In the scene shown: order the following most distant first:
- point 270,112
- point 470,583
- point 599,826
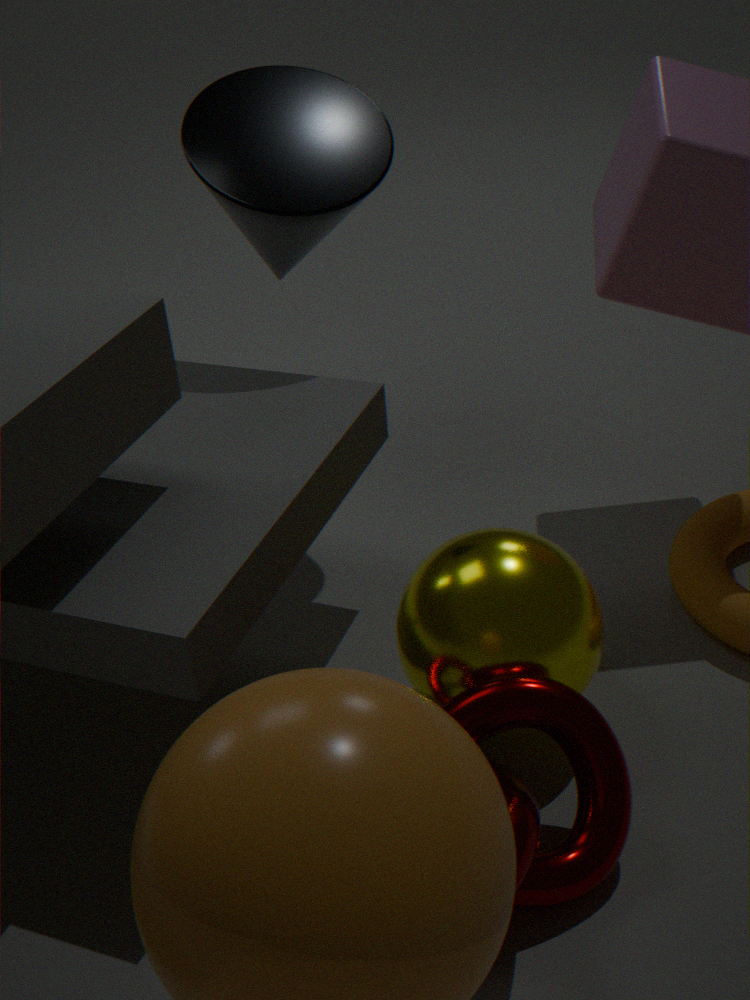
point 270,112
point 470,583
point 599,826
